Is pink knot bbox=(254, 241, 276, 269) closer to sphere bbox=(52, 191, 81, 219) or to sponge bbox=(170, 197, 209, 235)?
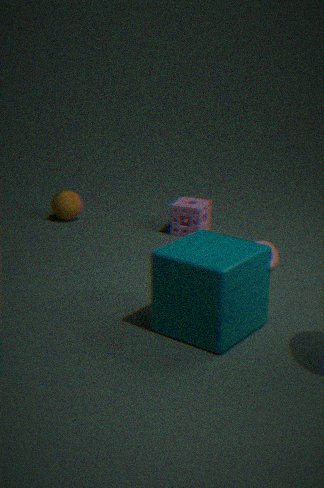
sponge bbox=(170, 197, 209, 235)
